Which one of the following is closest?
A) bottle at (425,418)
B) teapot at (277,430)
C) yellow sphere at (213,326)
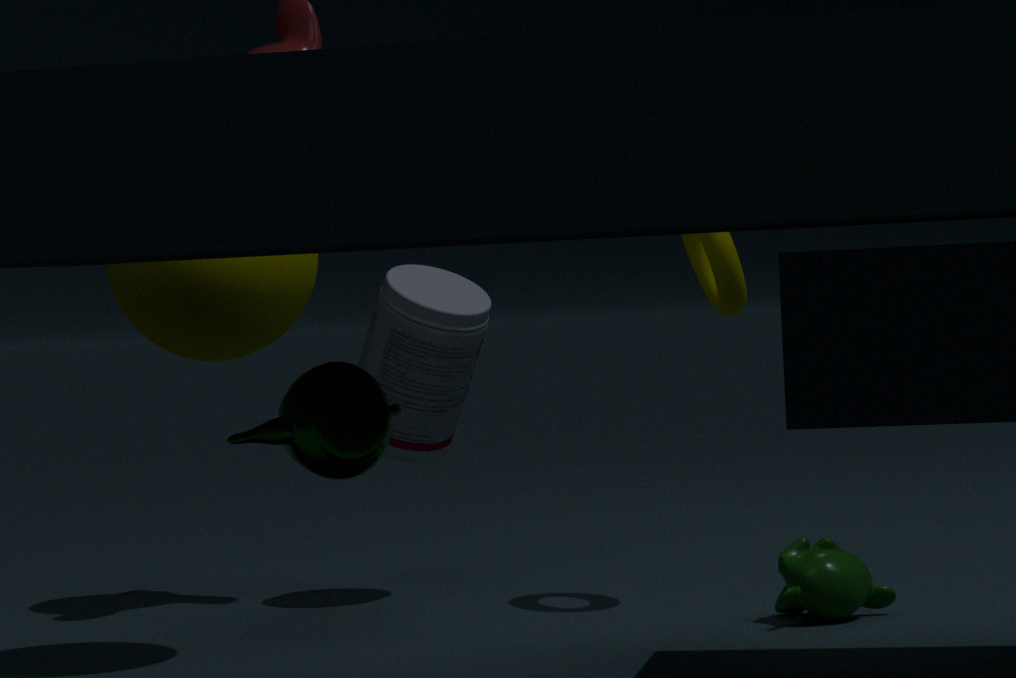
teapot at (277,430)
